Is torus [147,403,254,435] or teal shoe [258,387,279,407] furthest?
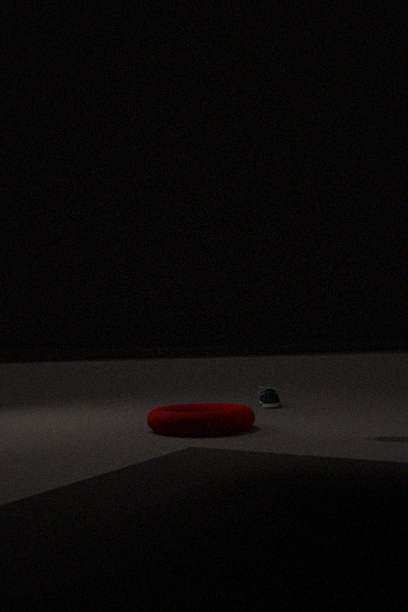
teal shoe [258,387,279,407]
